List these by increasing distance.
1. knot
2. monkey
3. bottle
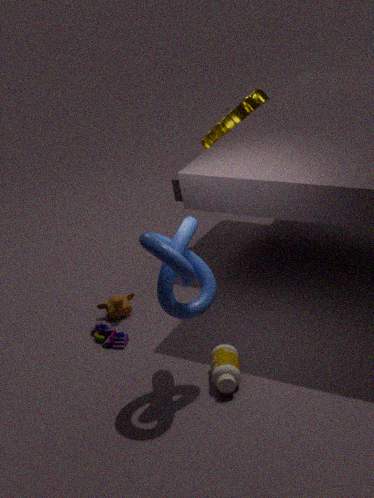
knot
bottle
monkey
